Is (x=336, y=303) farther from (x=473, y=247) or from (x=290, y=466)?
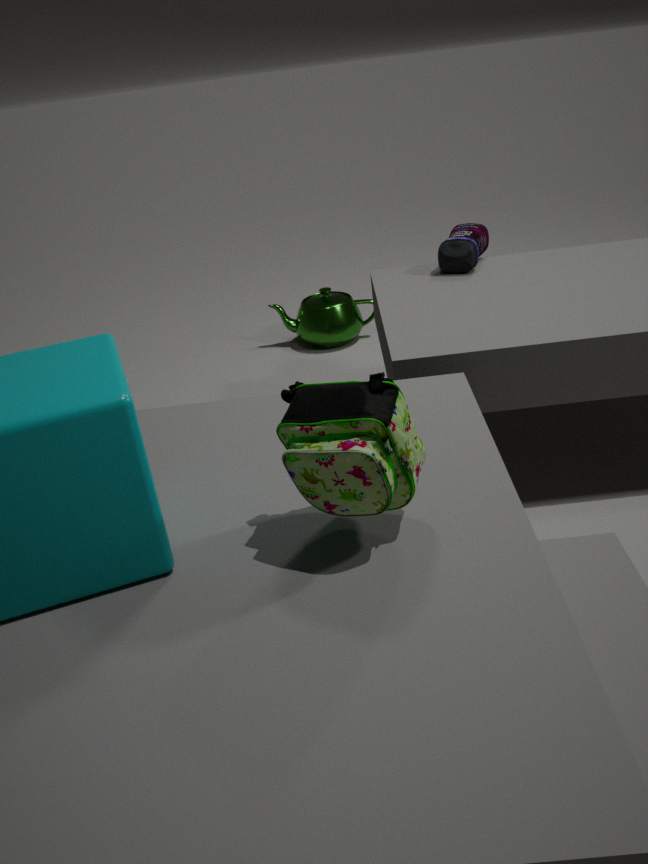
(x=290, y=466)
